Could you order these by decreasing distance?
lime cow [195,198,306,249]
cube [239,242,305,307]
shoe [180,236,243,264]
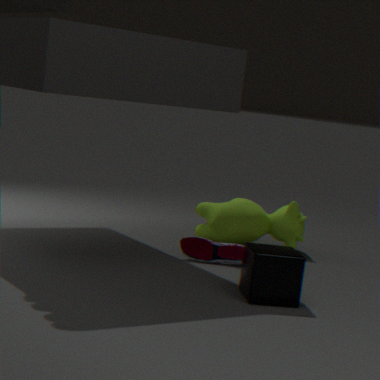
lime cow [195,198,306,249]
shoe [180,236,243,264]
cube [239,242,305,307]
